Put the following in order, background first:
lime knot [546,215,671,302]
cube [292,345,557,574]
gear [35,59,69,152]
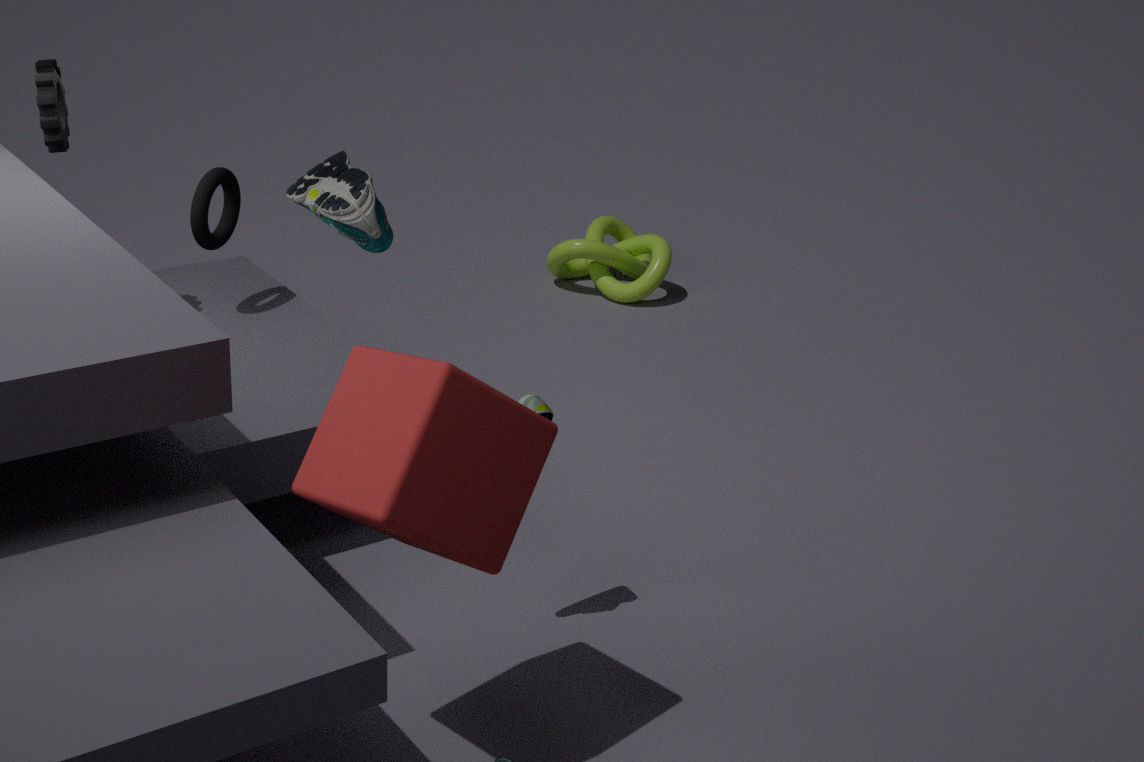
lime knot [546,215,671,302], gear [35,59,69,152], cube [292,345,557,574]
